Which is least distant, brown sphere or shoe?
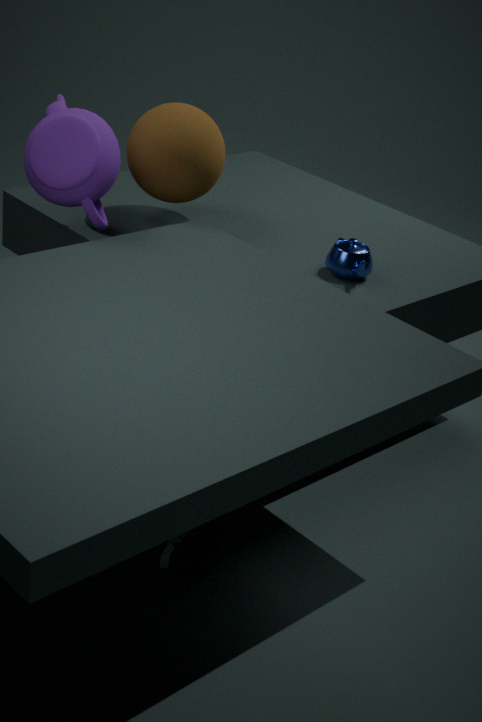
shoe
